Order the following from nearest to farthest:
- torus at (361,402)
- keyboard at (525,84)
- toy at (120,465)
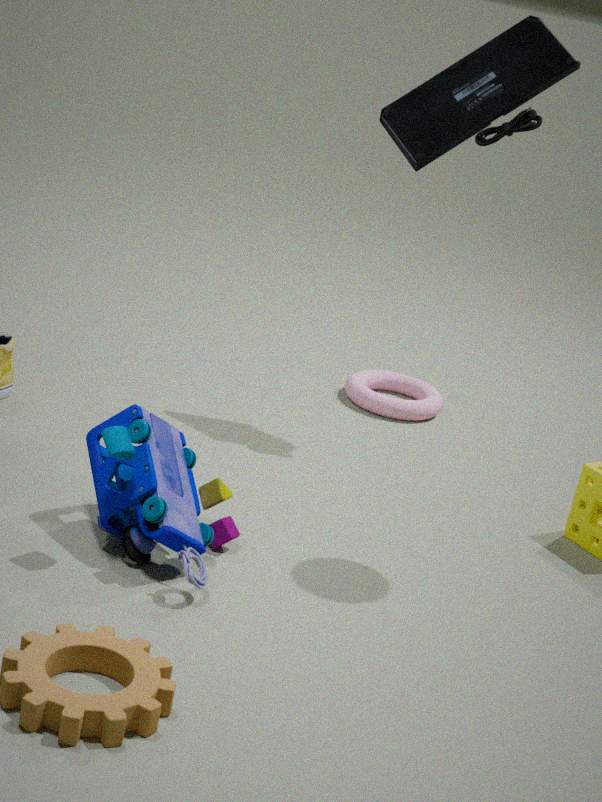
toy at (120,465), keyboard at (525,84), torus at (361,402)
